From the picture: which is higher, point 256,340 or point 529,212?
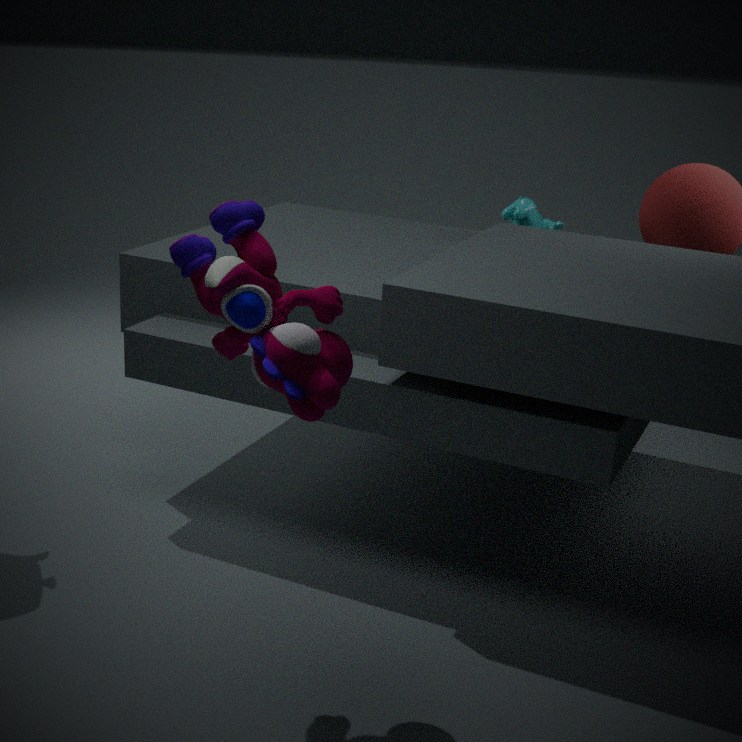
point 256,340
